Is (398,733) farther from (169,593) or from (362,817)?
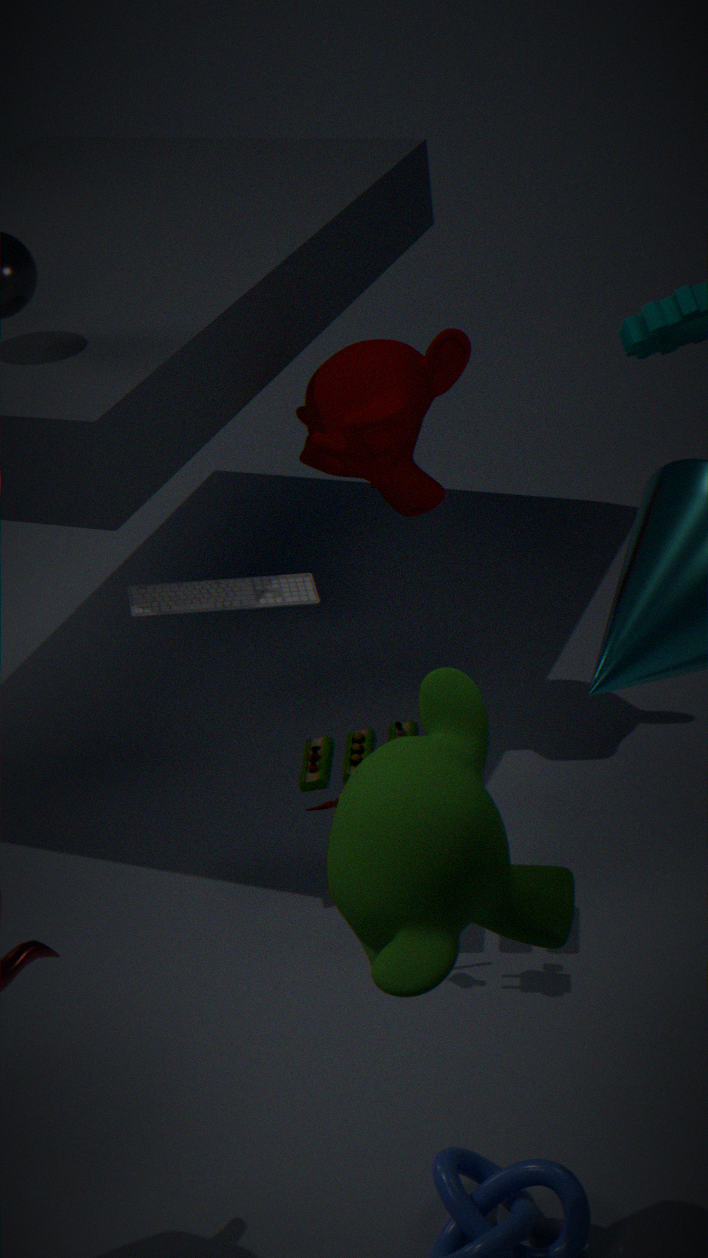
(362,817)
